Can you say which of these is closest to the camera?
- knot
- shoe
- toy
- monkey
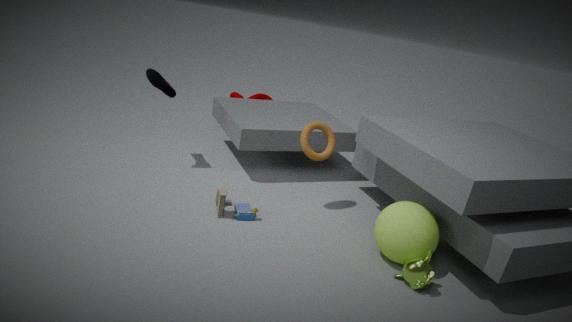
monkey
